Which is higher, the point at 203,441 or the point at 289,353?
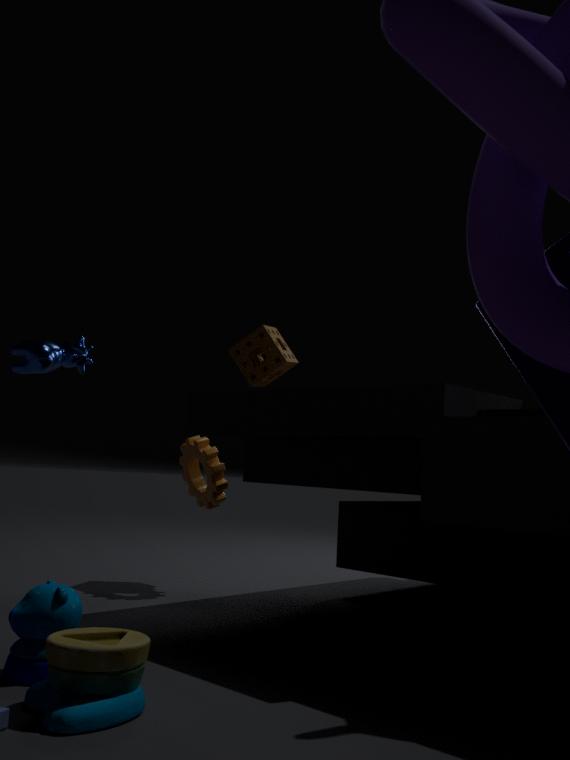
the point at 289,353
